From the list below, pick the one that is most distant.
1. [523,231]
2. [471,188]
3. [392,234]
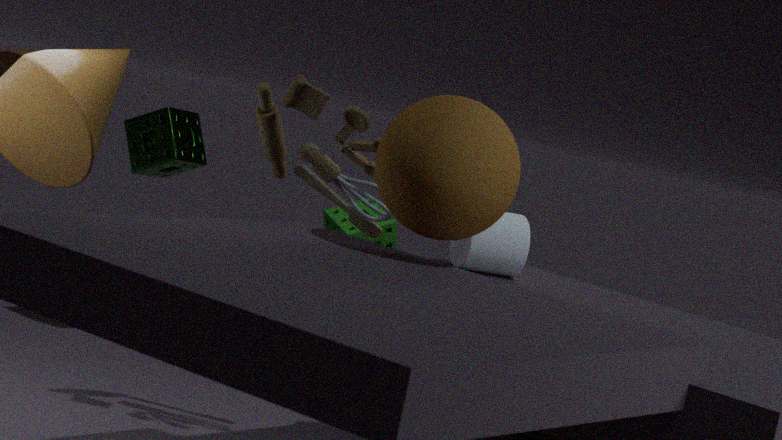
[392,234]
